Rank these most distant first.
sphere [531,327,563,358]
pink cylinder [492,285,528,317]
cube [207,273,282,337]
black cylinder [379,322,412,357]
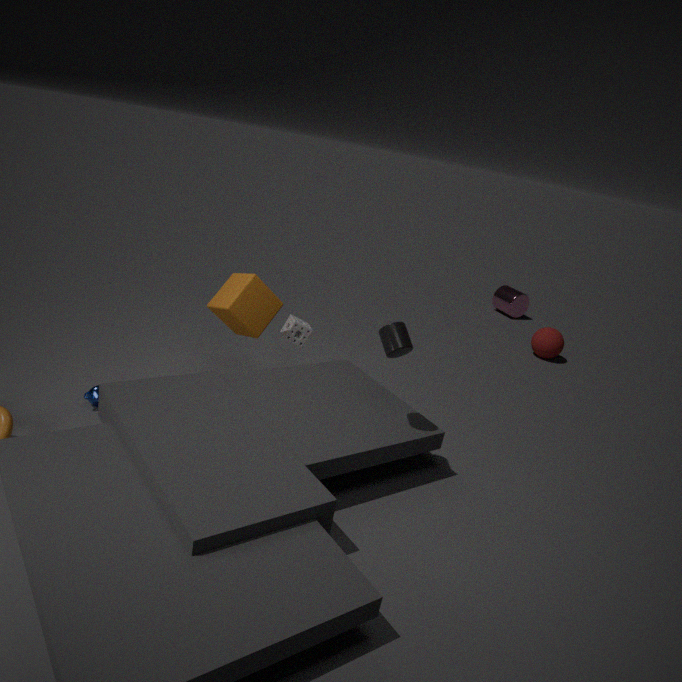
pink cylinder [492,285,528,317] → sphere [531,327,563,358] → cube [207,273,282,337] → black cylinder [379,322,412,357]
